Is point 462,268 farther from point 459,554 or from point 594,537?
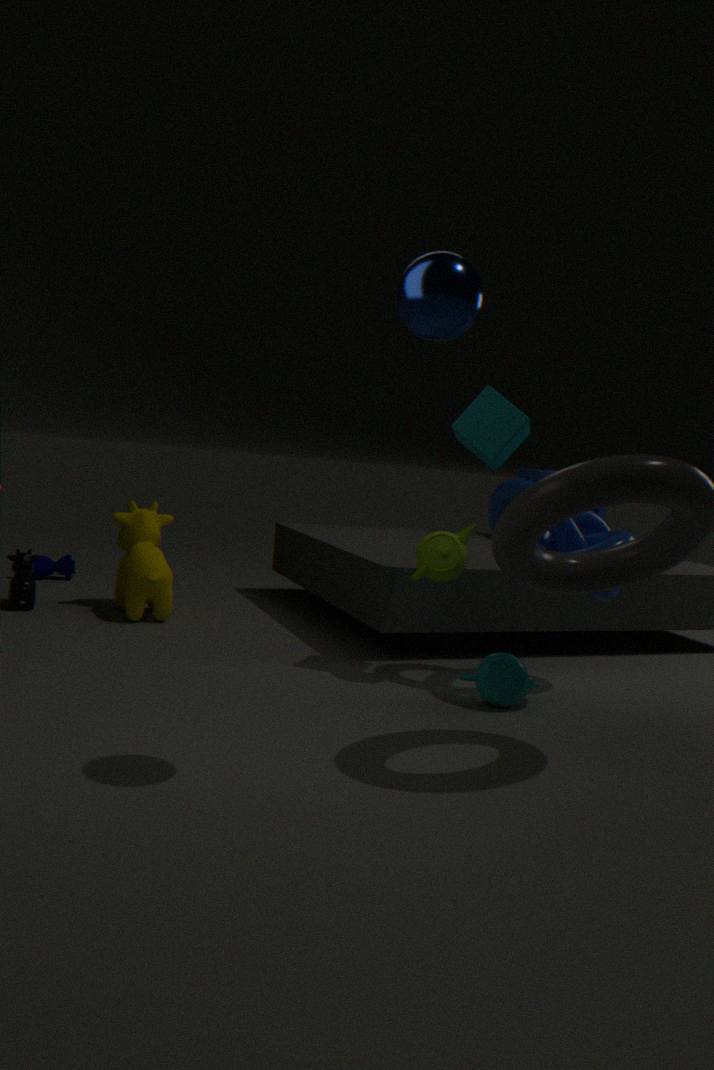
point 594,537
